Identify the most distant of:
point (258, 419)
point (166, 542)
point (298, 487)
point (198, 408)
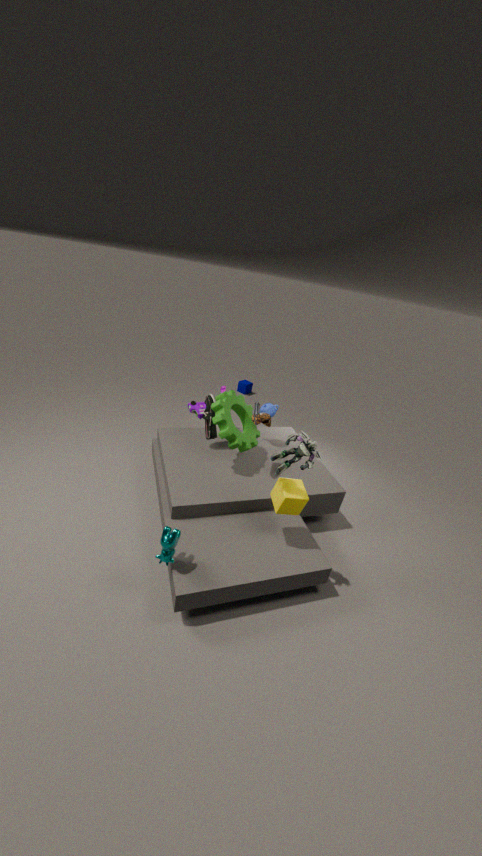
point (198, 408)
